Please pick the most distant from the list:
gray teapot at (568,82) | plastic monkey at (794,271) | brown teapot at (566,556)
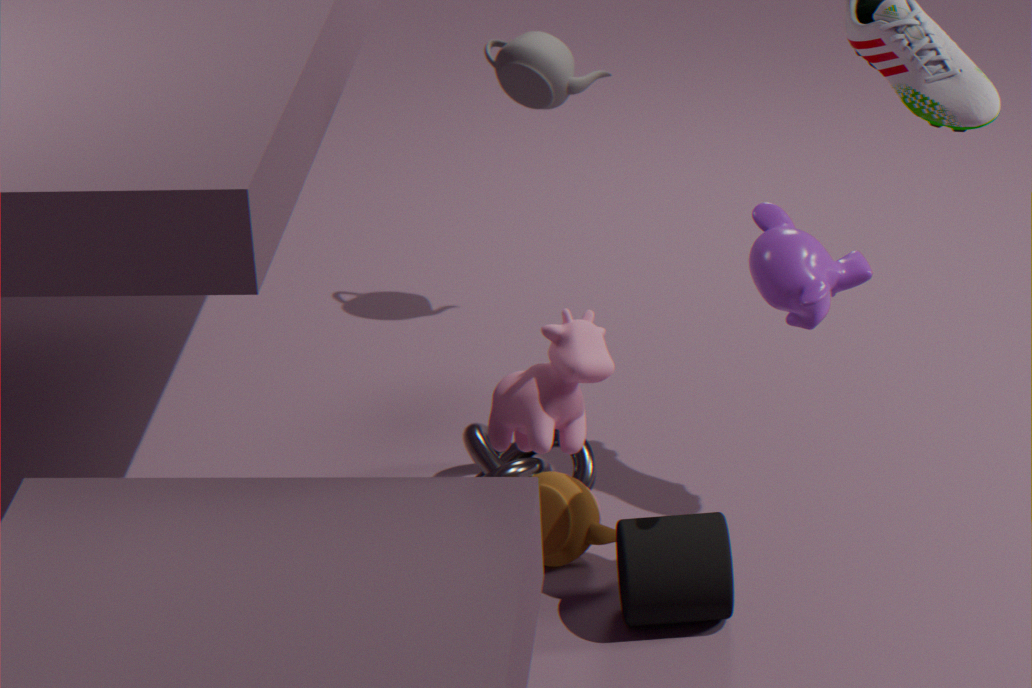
gray teapot at (568,82)
